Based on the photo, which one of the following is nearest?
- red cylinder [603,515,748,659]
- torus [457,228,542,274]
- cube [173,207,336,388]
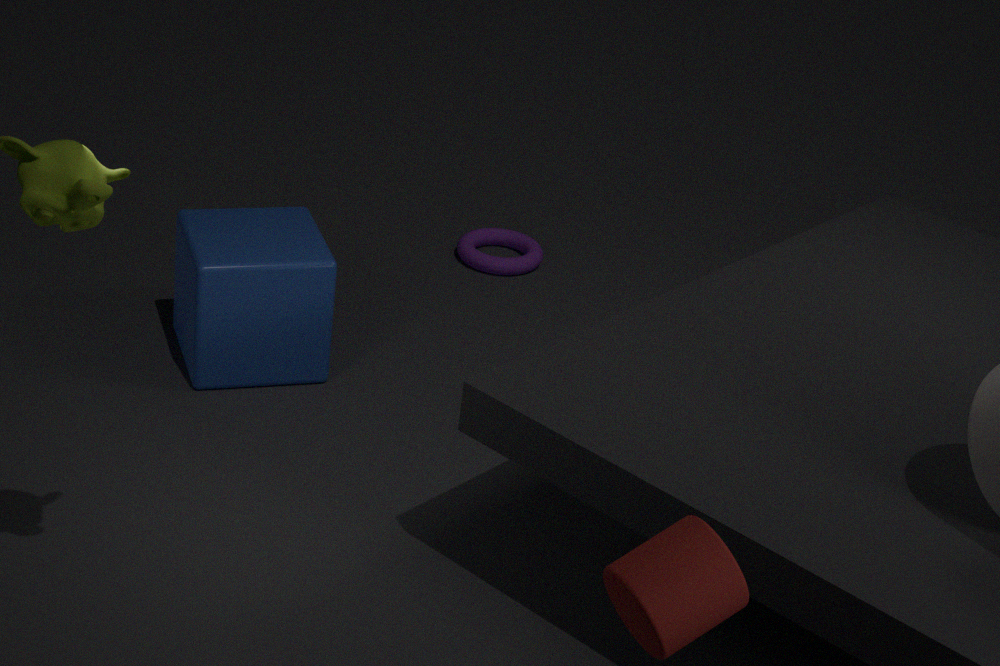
red cylinder [603,515,748,659]
